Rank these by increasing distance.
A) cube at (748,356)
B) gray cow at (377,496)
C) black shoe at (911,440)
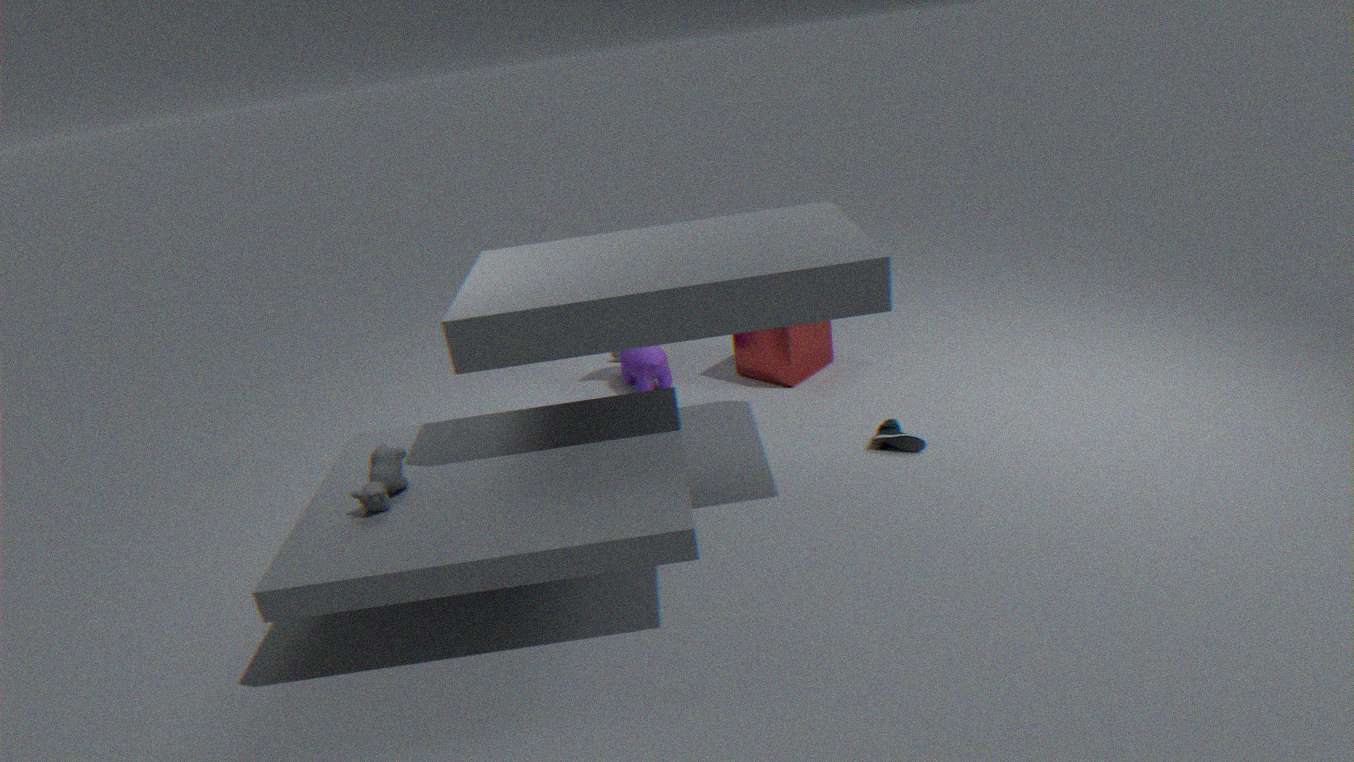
B. gray cow at (377,496) → C. black shoe at (911,440) → A. cube at (748,356)
